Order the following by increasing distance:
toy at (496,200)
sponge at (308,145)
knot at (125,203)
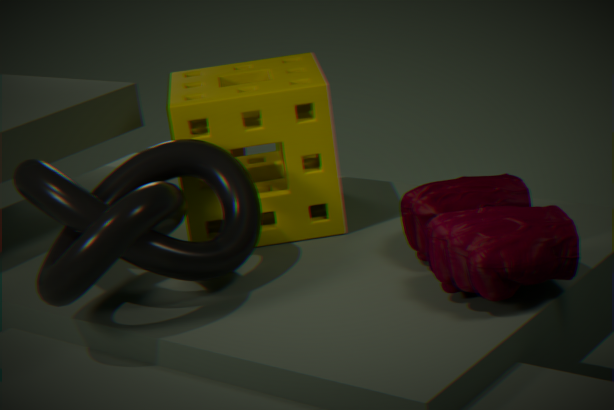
toy at (496,200) < knot at (125,203) < sponge at (308,145)
